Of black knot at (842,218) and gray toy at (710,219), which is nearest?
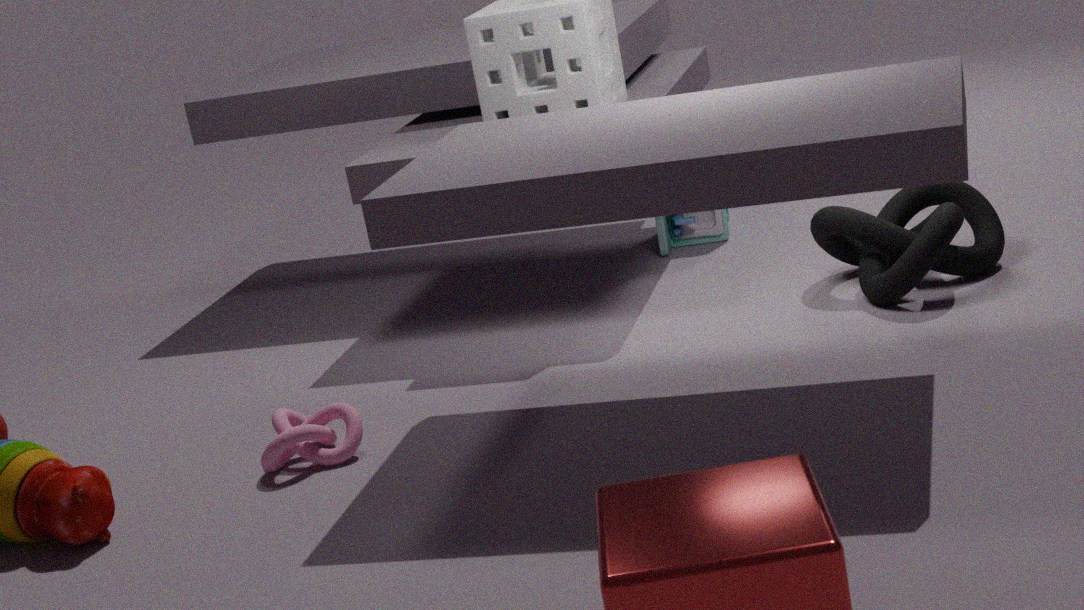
black knot at (842,218)
